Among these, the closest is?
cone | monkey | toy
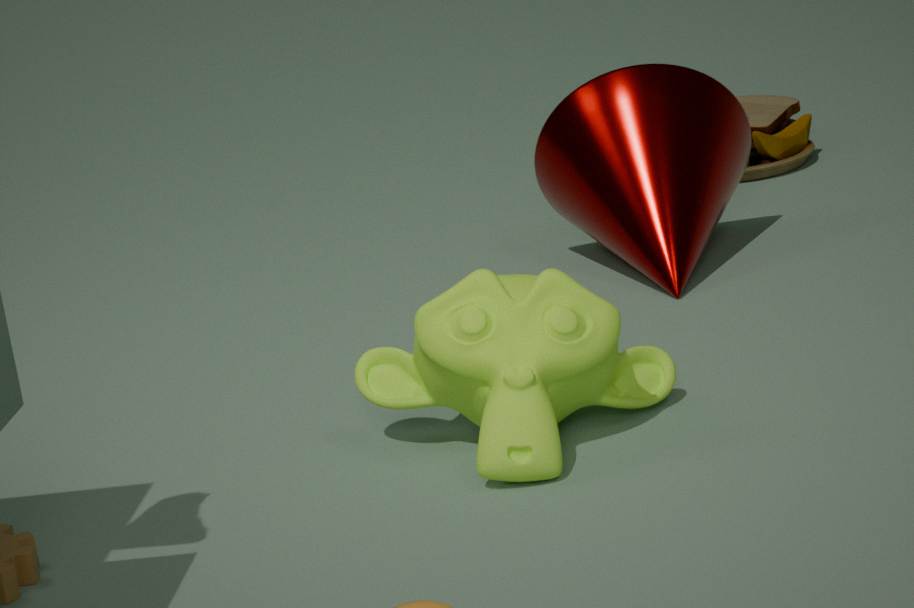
monkey
